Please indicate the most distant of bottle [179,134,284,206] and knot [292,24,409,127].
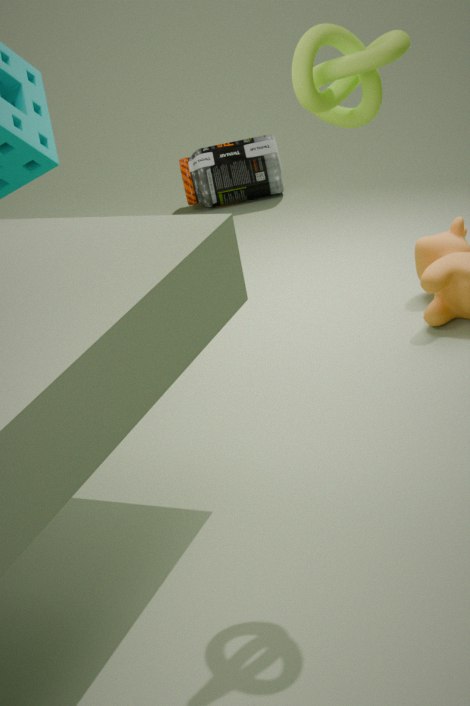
bottle [179,134,284,206]
